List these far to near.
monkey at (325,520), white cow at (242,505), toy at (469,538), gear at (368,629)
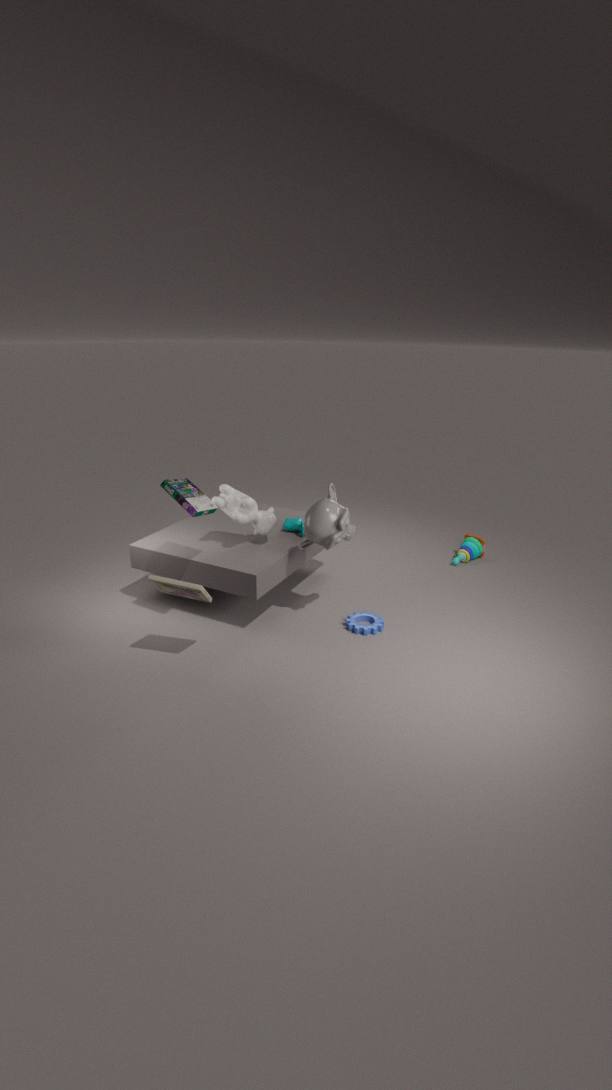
toy at (469,538)
white cow at (242,505)
gear at (368,629)
monkey at (325,520)
